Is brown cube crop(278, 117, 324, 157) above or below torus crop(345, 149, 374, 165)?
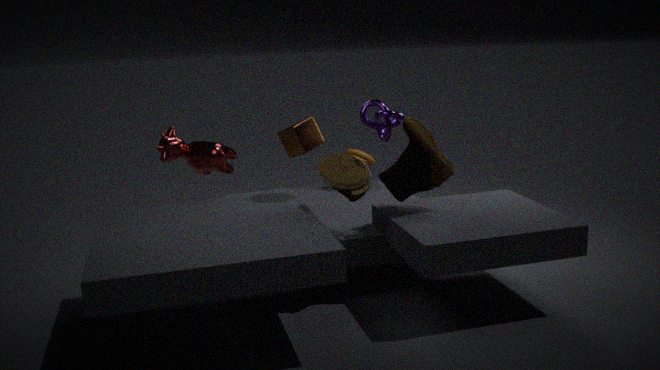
above
